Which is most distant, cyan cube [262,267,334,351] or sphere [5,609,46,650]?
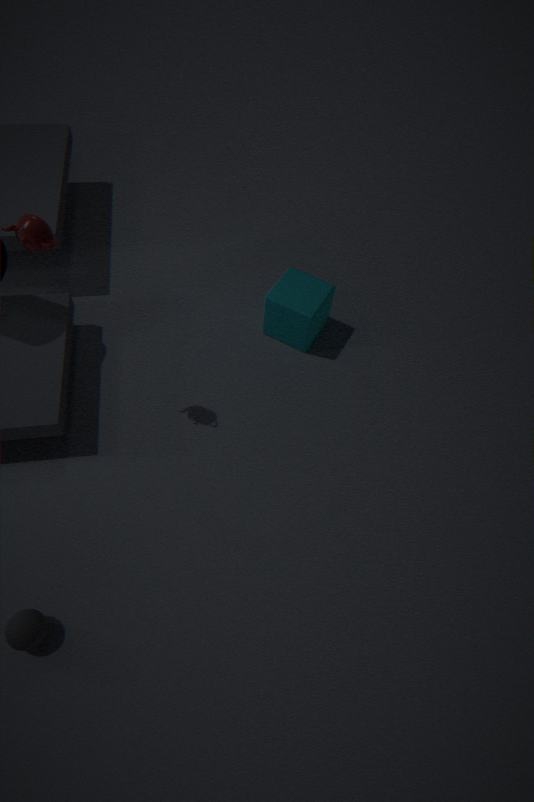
cyan cube [262,267,334,351]
